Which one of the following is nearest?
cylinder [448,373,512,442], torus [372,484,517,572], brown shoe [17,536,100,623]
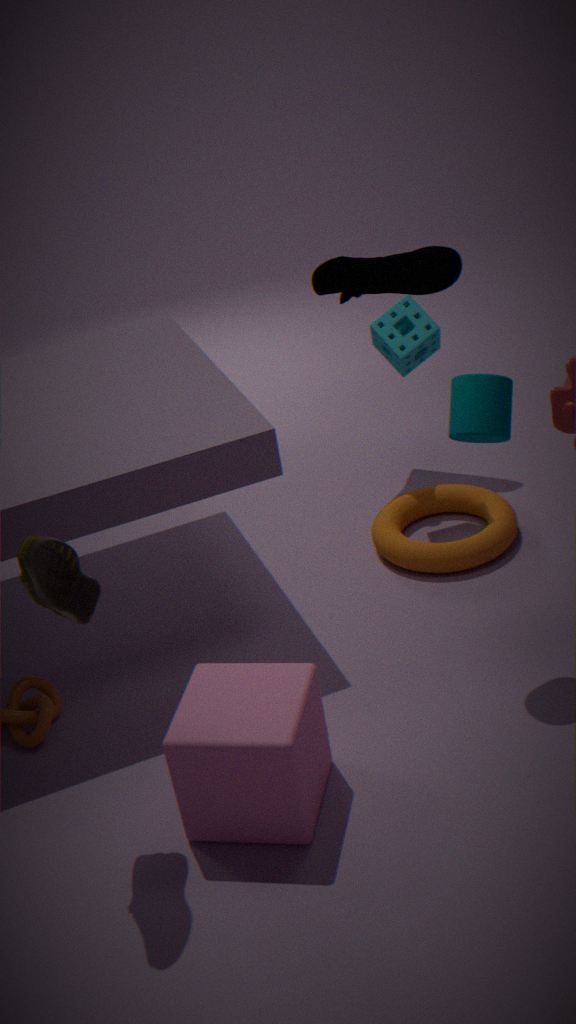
brown shoe [17,536,100,623]
